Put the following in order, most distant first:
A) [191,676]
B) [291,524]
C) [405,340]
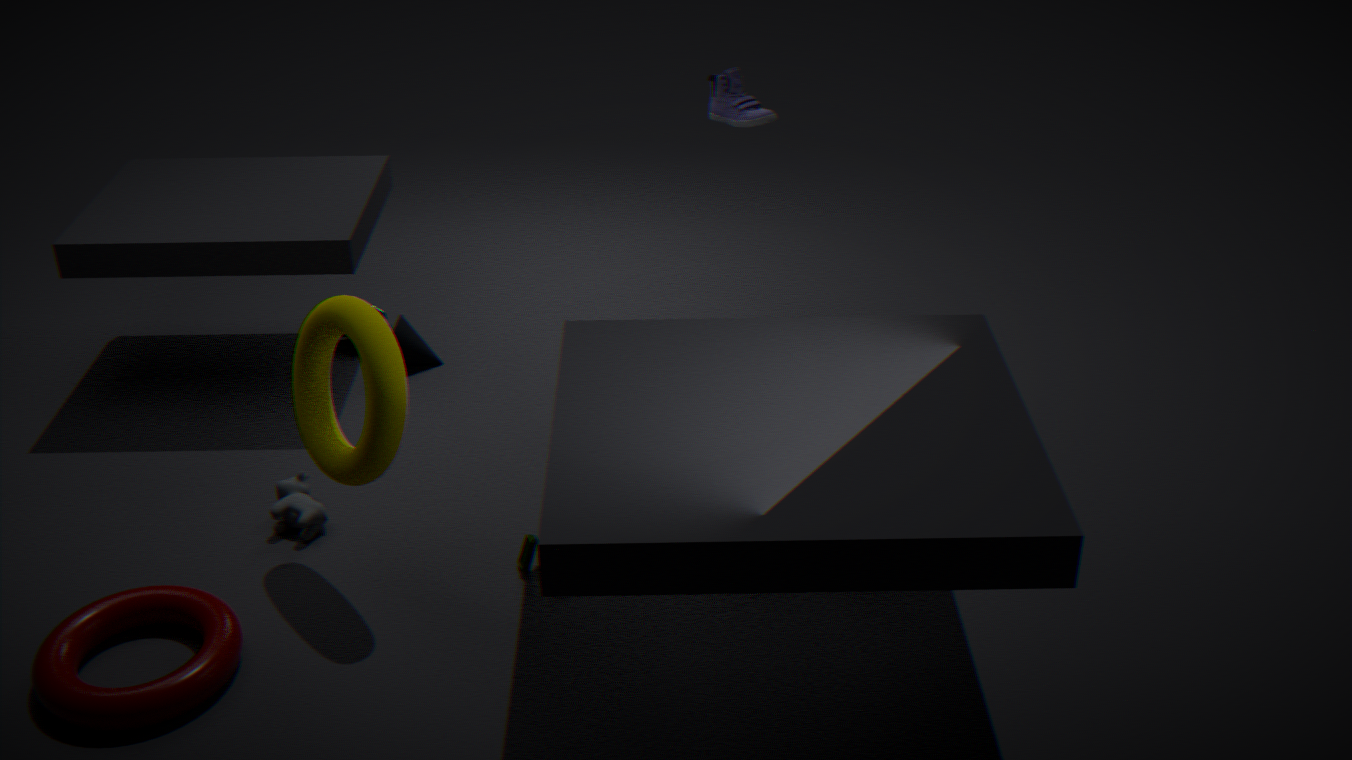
[405,340]
[291,524]
[191,676]
